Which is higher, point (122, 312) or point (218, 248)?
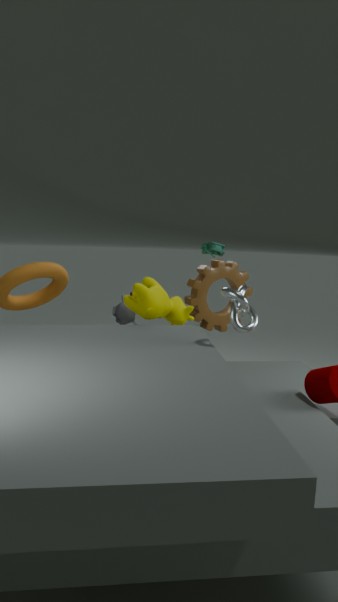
point (218, 248)
